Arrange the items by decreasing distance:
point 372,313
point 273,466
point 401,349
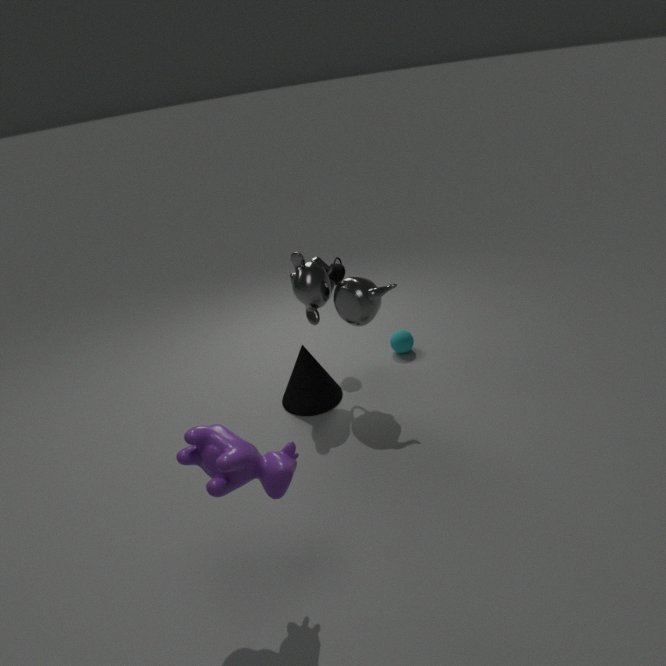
point 401,349 < point 372,313 < point 273,466
